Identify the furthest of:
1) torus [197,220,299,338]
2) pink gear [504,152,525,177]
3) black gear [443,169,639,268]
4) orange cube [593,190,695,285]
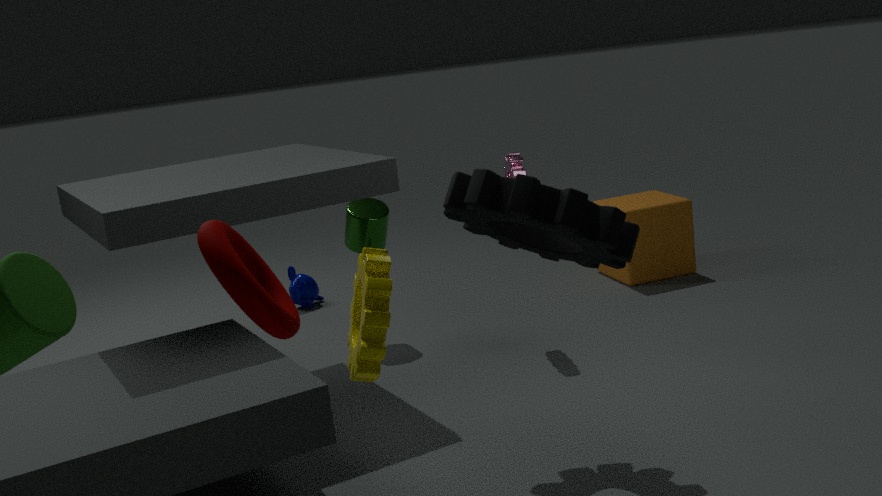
4. orange cube [593,190,695,285]
